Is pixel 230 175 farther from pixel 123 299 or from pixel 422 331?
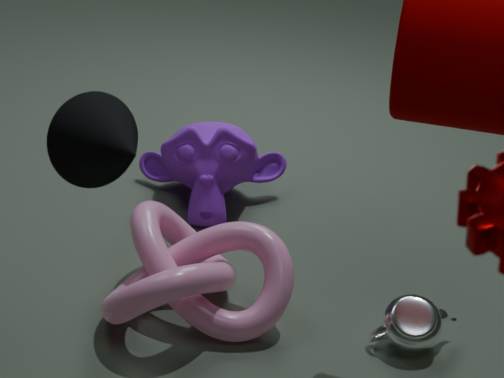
pixel 422 331
